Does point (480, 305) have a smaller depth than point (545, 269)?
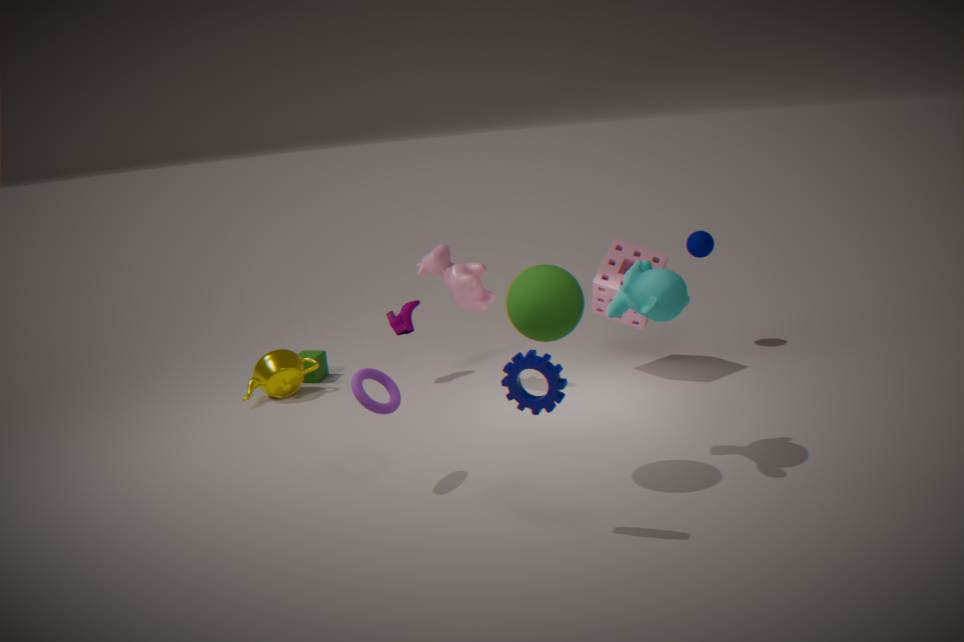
No
